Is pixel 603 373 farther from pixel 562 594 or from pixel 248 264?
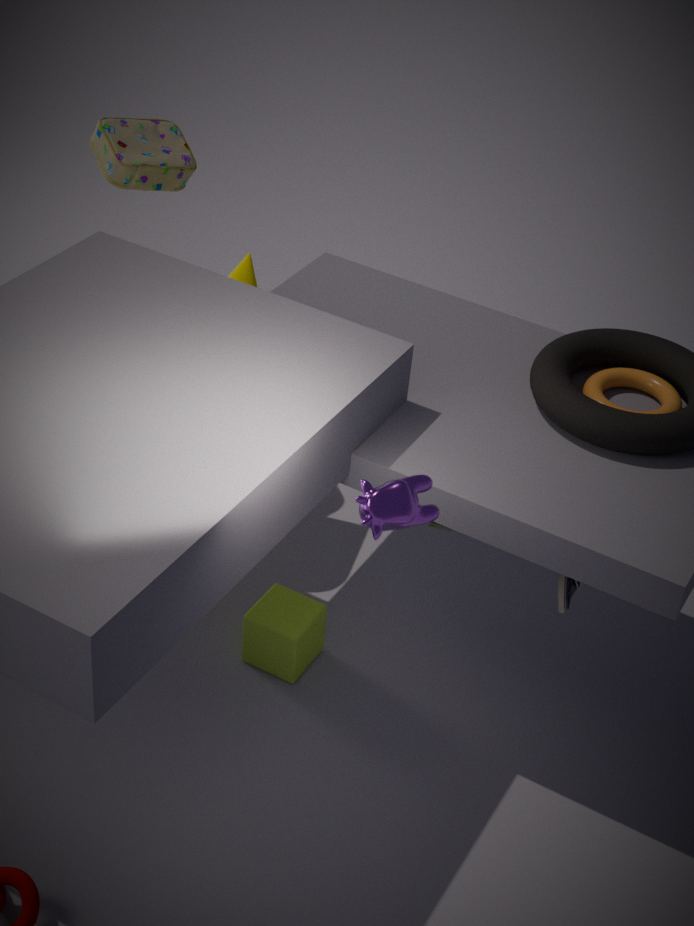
pixel 248 264
